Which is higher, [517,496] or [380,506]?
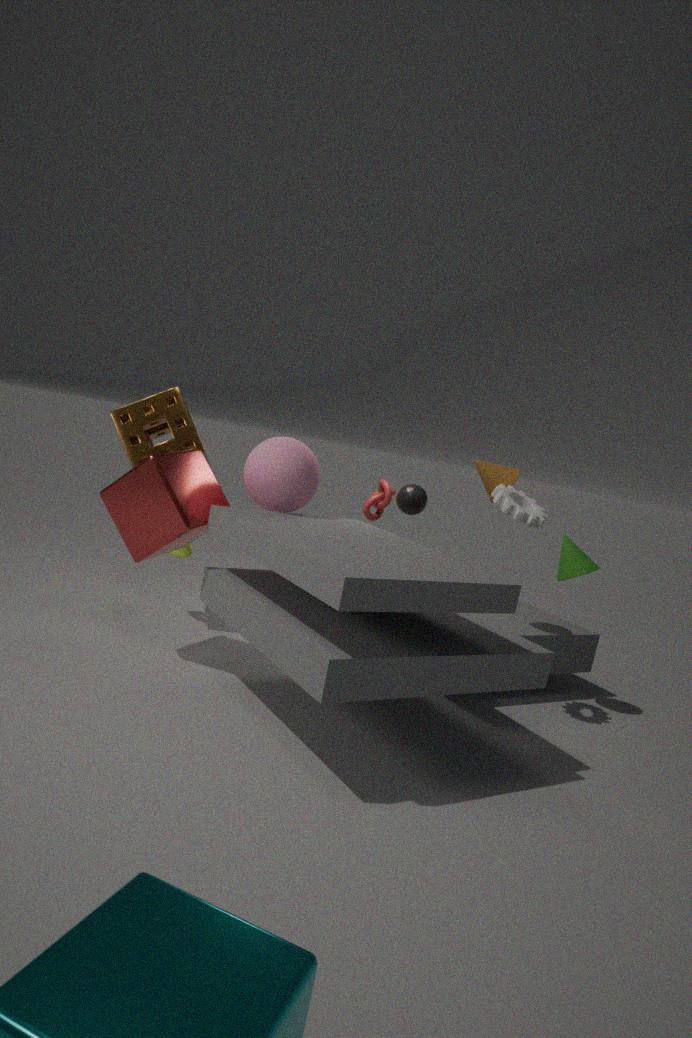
[517,496]
